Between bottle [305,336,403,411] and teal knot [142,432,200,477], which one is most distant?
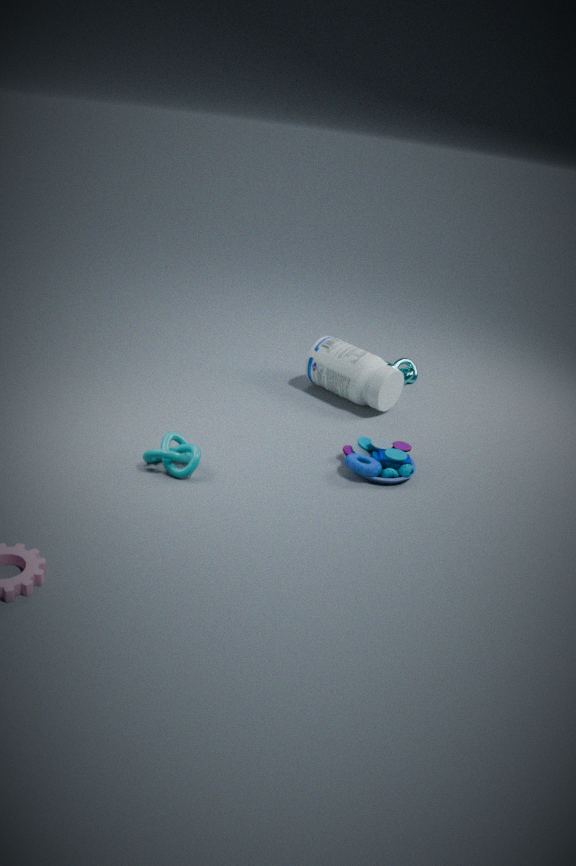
bottle [305,336,403,411]
